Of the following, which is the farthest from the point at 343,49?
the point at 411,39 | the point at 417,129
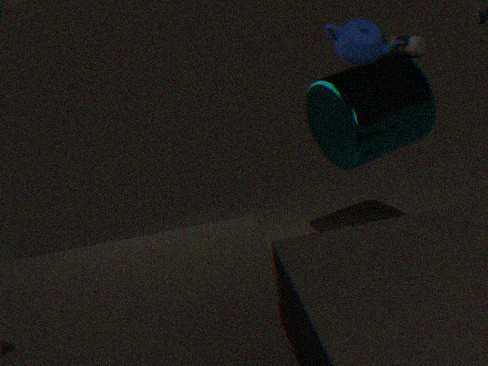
the point at 411,39
